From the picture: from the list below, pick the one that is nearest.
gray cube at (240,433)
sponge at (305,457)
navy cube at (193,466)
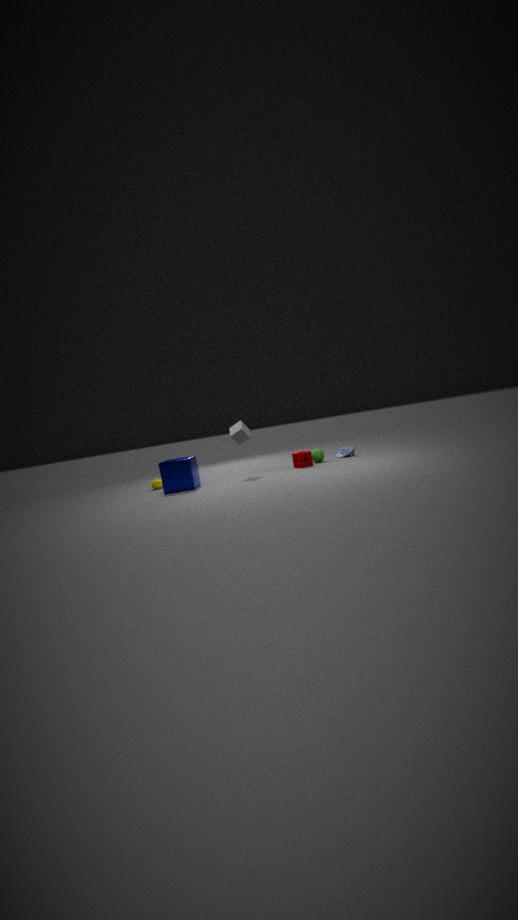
navy cube at (193,466)
